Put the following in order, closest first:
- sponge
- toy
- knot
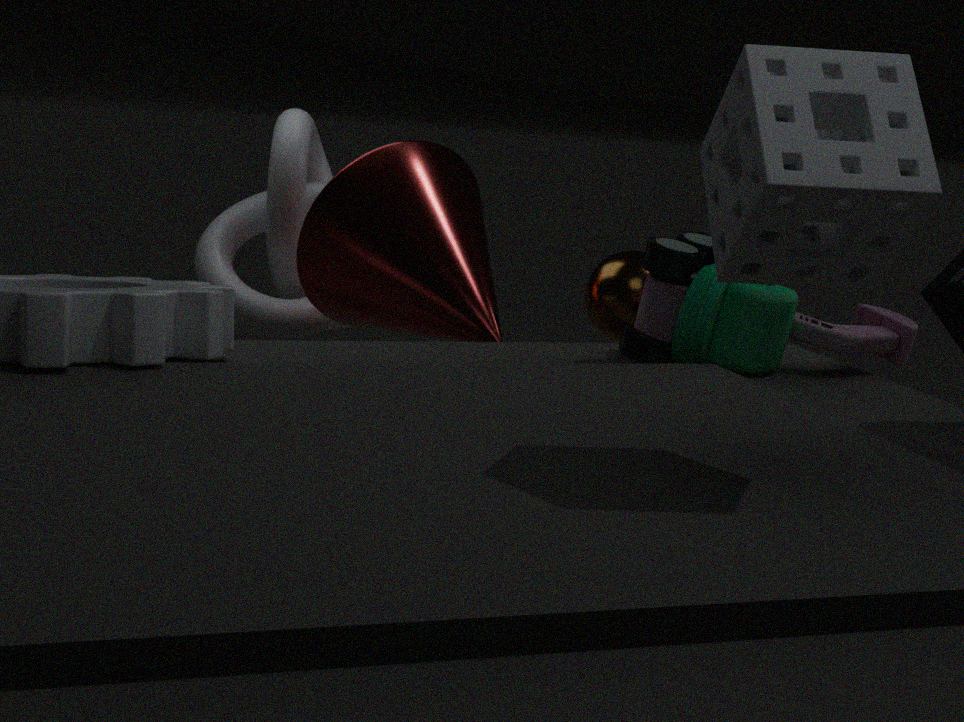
sponge, toy, knot
